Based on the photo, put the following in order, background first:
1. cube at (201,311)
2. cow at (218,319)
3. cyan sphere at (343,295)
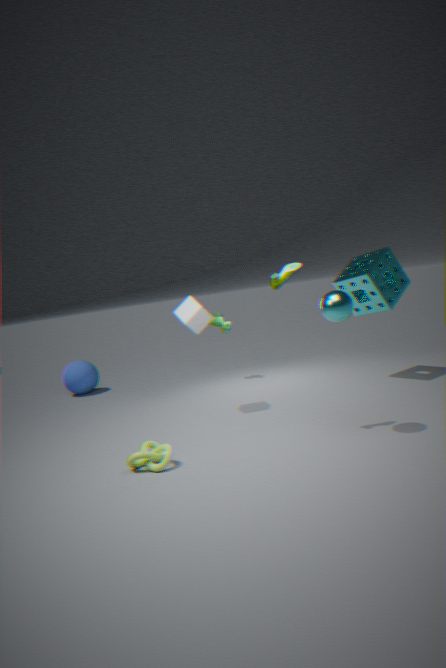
cow at (218,319) → cube at (201,311) → cyan sphere at (343,295)
